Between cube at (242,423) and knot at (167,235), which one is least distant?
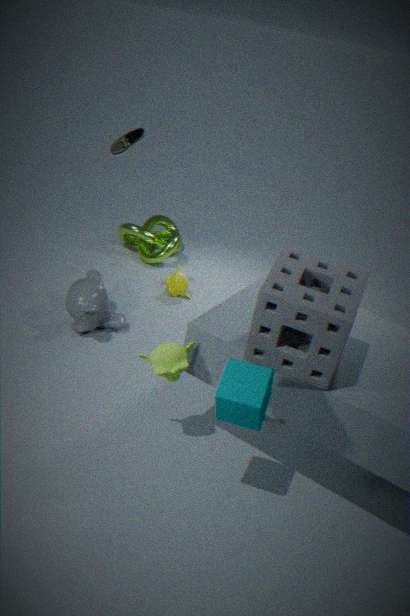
cube at (242,423)
